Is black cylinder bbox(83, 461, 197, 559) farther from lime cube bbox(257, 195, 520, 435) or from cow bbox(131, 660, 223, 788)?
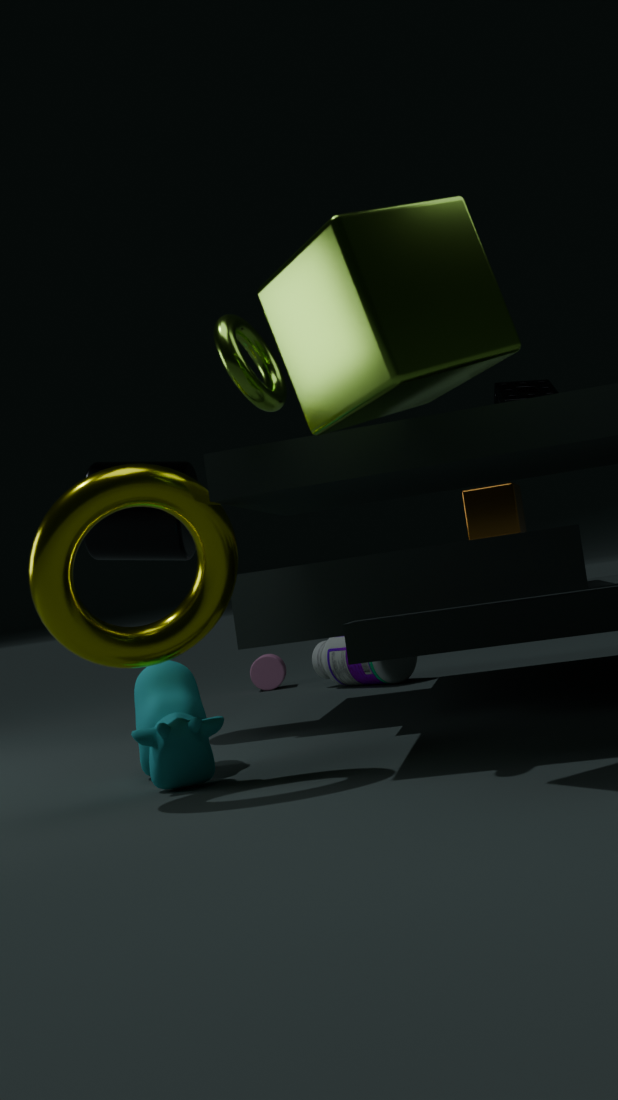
lime cube bbox(257, 195, 520, 435)
